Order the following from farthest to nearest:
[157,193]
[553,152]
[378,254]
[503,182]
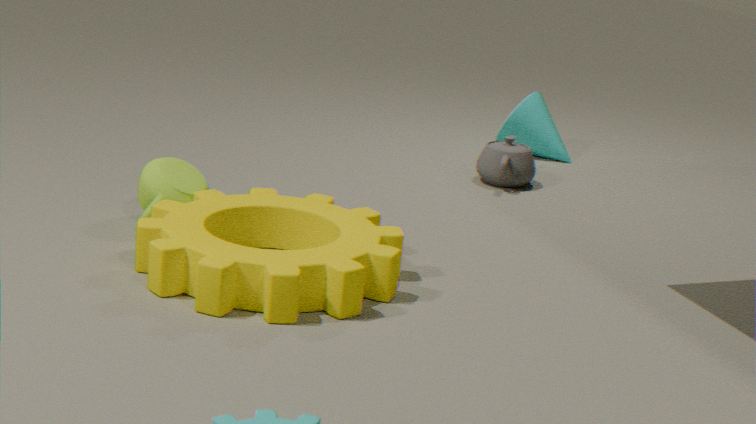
[553,152]
[503,182]
[157,193]
[378,254]
